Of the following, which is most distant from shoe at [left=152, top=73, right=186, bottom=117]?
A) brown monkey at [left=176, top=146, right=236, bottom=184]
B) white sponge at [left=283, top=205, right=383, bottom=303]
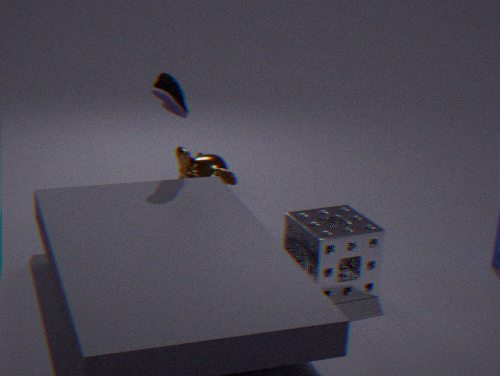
white sponge at [left=283, top=205, right=383, bottom=303]
